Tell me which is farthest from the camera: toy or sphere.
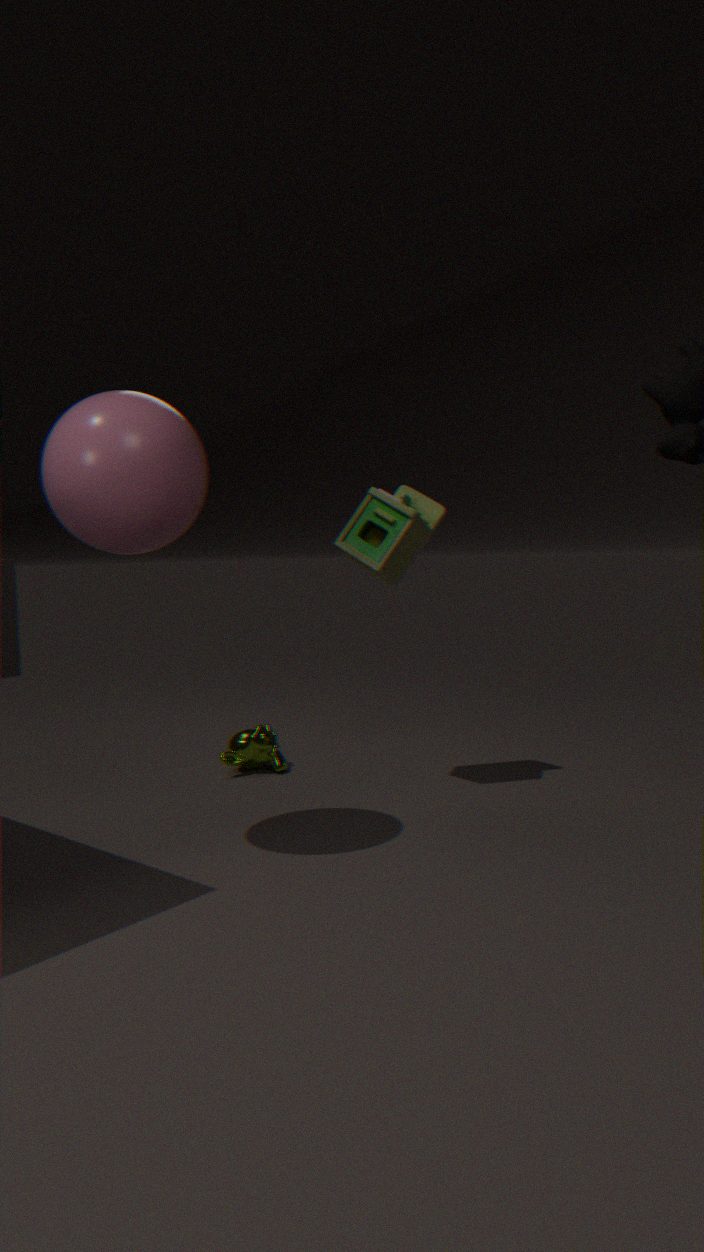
toy
